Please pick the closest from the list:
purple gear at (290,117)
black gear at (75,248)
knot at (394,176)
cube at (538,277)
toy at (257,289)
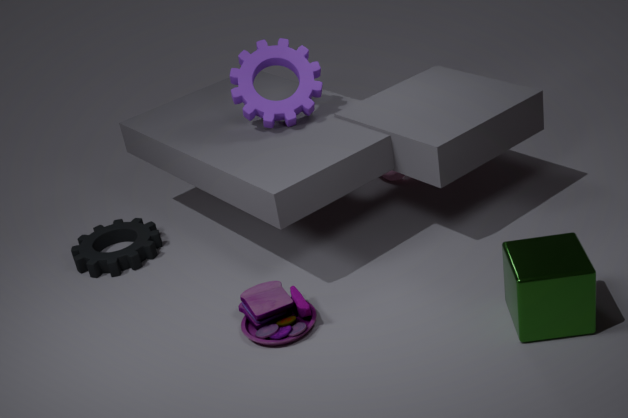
cube at (538,277)
